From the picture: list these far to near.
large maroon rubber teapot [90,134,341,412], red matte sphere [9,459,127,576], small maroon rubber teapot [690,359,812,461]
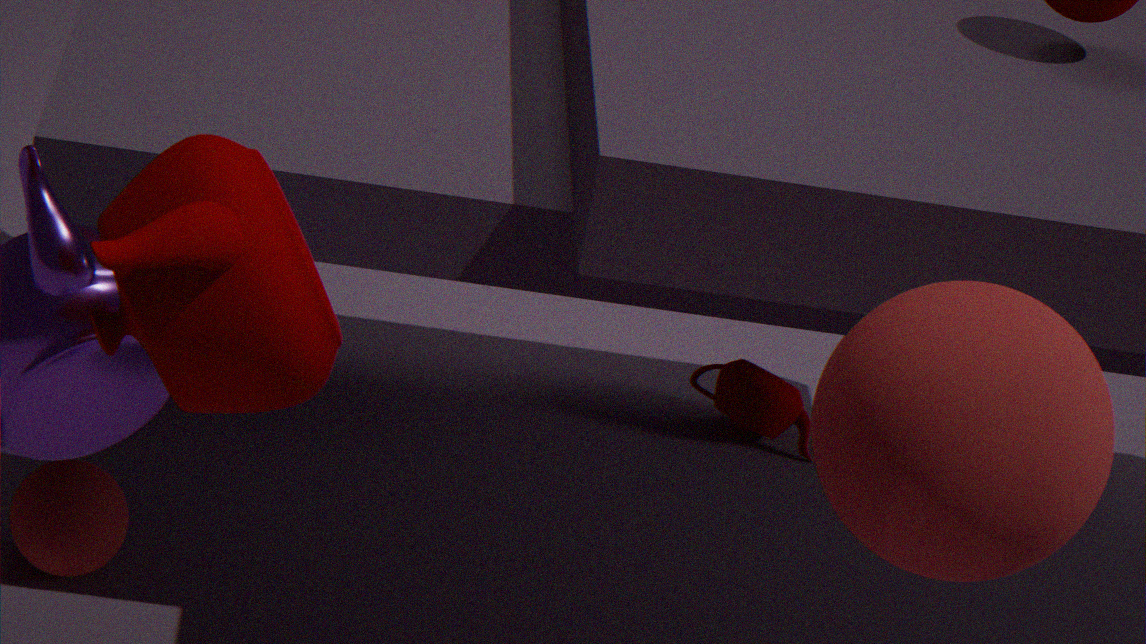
small maroon rubber teapot [690,359,812,461]
red matte sphere [9,459,127,576]
large maroon rubber teapot [90,134,341,412]
